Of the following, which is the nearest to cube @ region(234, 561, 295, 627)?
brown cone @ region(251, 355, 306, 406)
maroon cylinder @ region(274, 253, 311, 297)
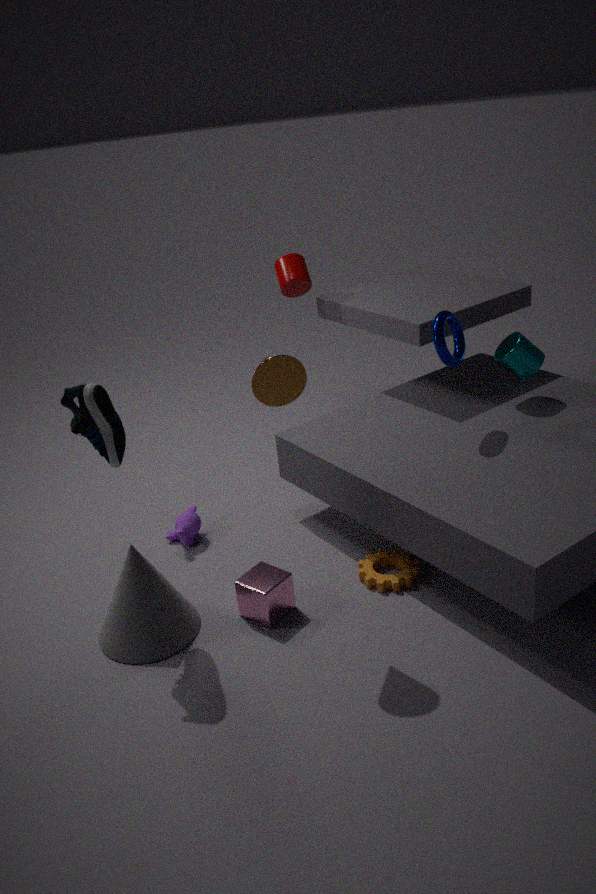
brown cone @ region(251, 355, 306, 406)
